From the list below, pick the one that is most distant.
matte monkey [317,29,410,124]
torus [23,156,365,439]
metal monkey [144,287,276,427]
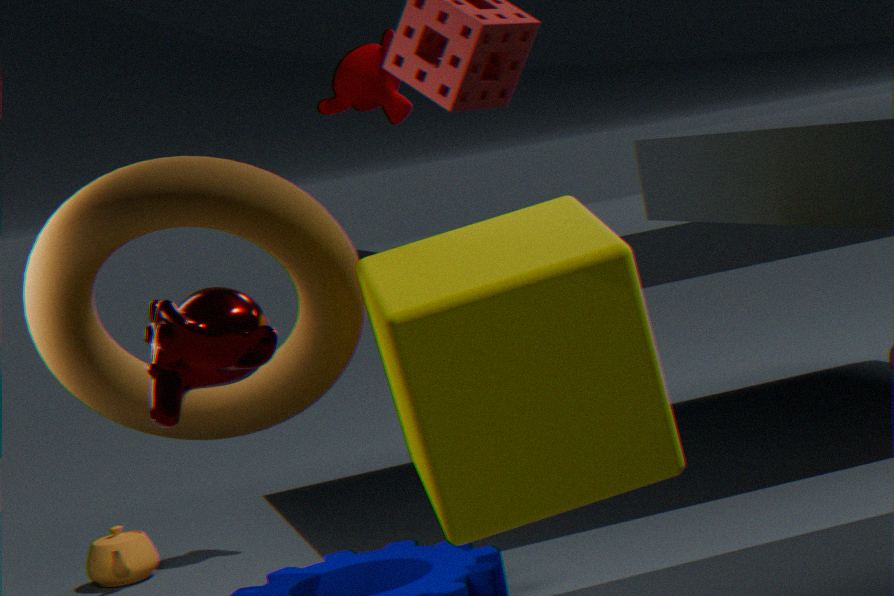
matte monkey [317,29,410,124]
